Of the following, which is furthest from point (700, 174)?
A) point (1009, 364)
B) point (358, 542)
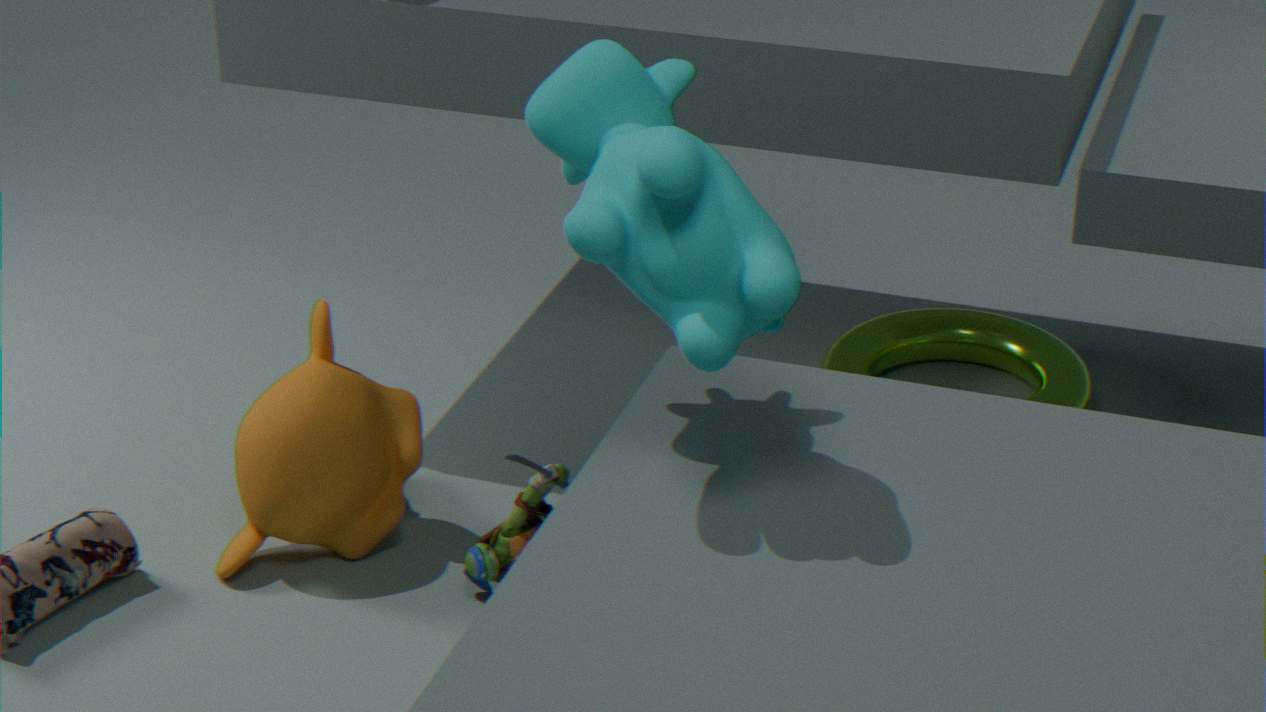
point (1009, 364)
